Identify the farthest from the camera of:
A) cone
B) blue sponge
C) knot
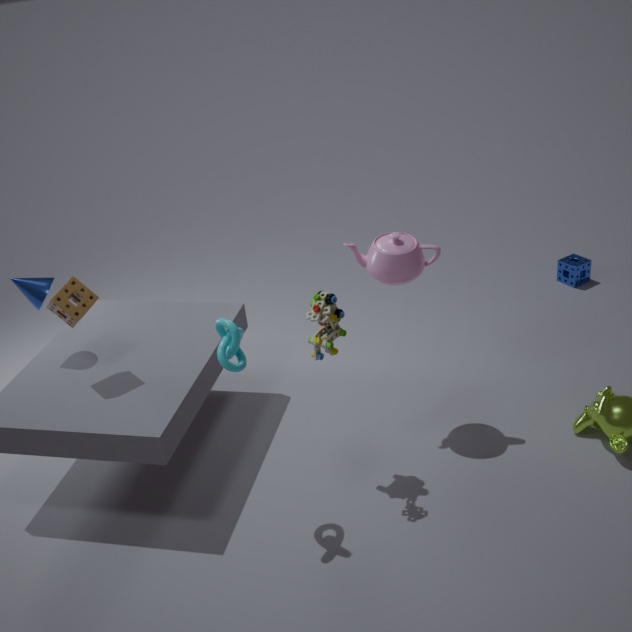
blue sponge
